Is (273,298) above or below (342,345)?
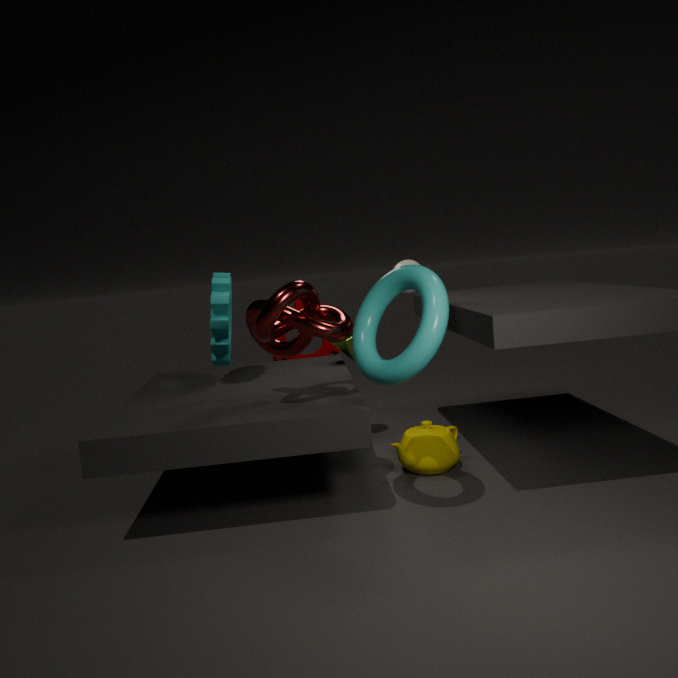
above
